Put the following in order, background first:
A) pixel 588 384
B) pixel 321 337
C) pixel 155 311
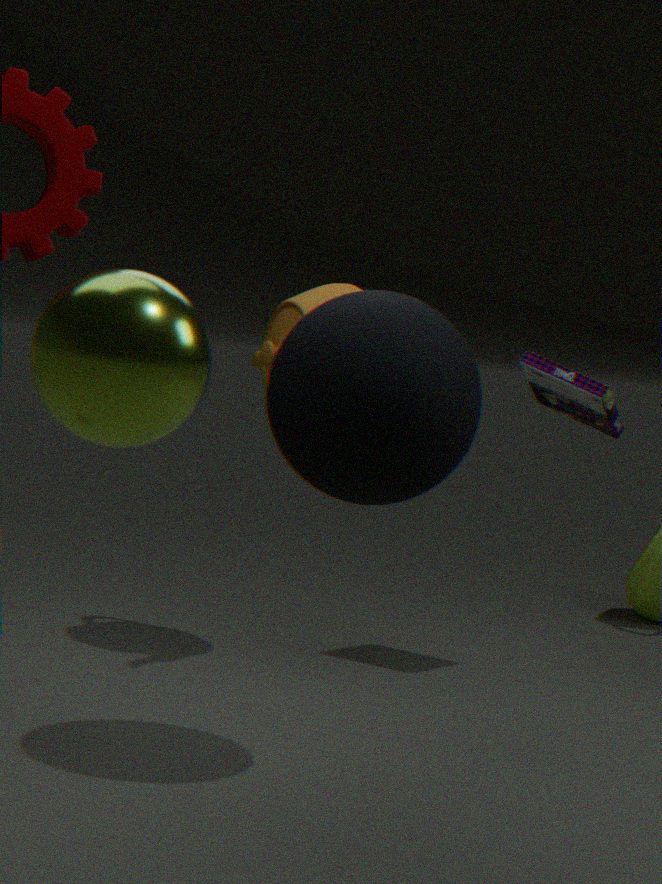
A. pixel 588 384
B. pixel 321 337
C. pixel 155 311
